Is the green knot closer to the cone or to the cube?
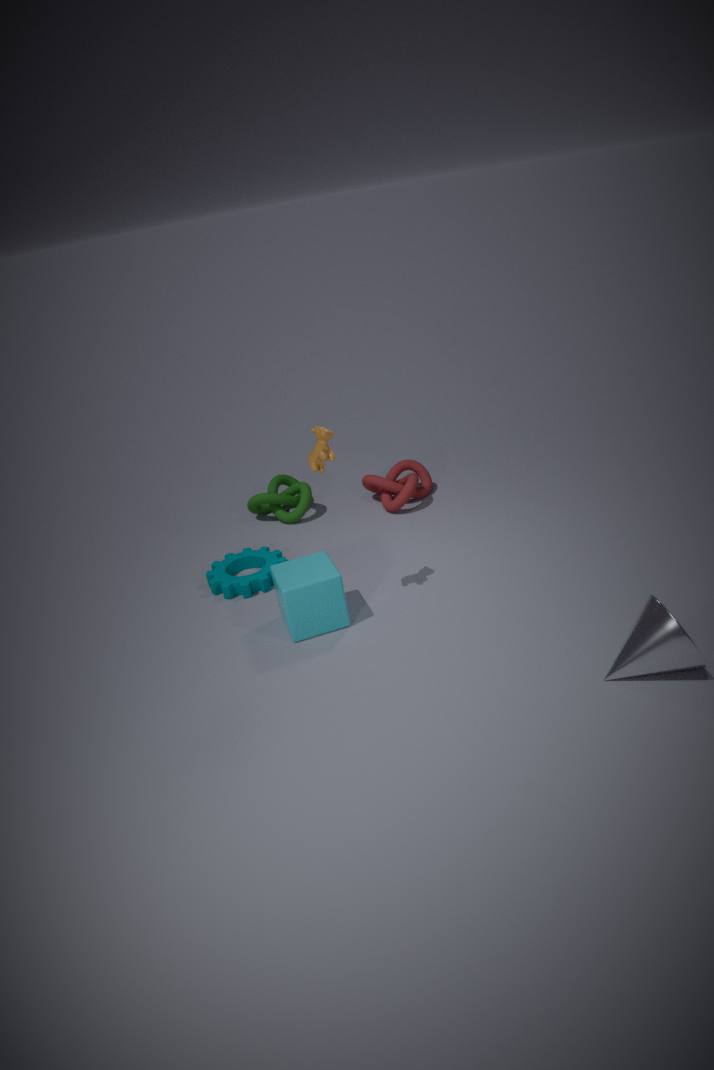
the cube
